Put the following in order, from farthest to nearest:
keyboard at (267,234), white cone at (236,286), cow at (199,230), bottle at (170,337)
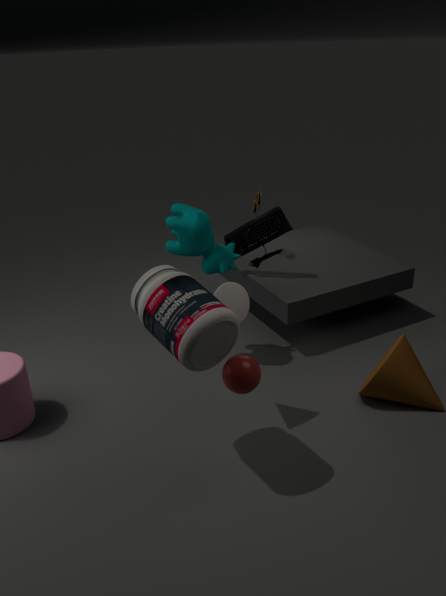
1. keyboard at (267,234)
2. cow at (199,230)
3. white cone at (236,286)
4. bottle at (170,337)
